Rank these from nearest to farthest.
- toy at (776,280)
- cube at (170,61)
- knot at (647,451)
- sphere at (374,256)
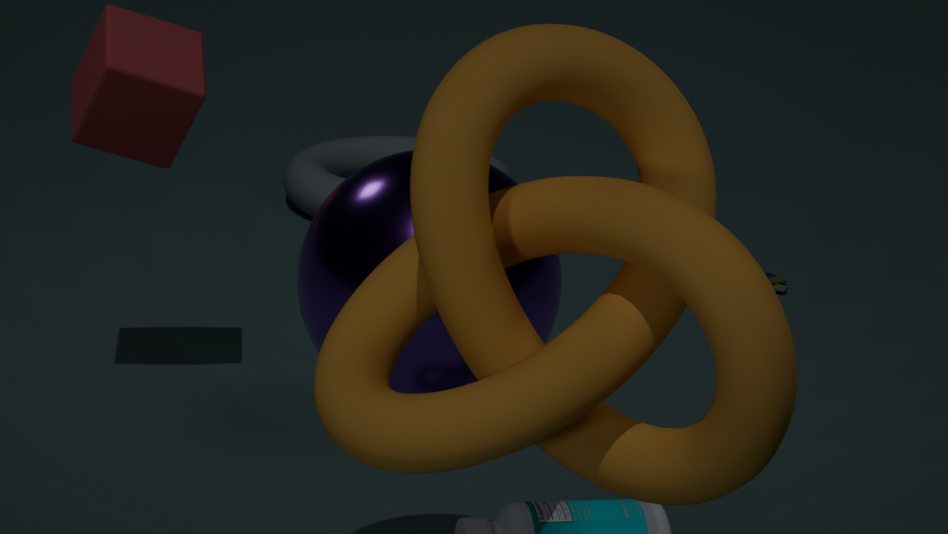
1. knot at (647,451)
2. sphere at (374,256)
3. cube at (170,61)
4. toy at (776,280)
